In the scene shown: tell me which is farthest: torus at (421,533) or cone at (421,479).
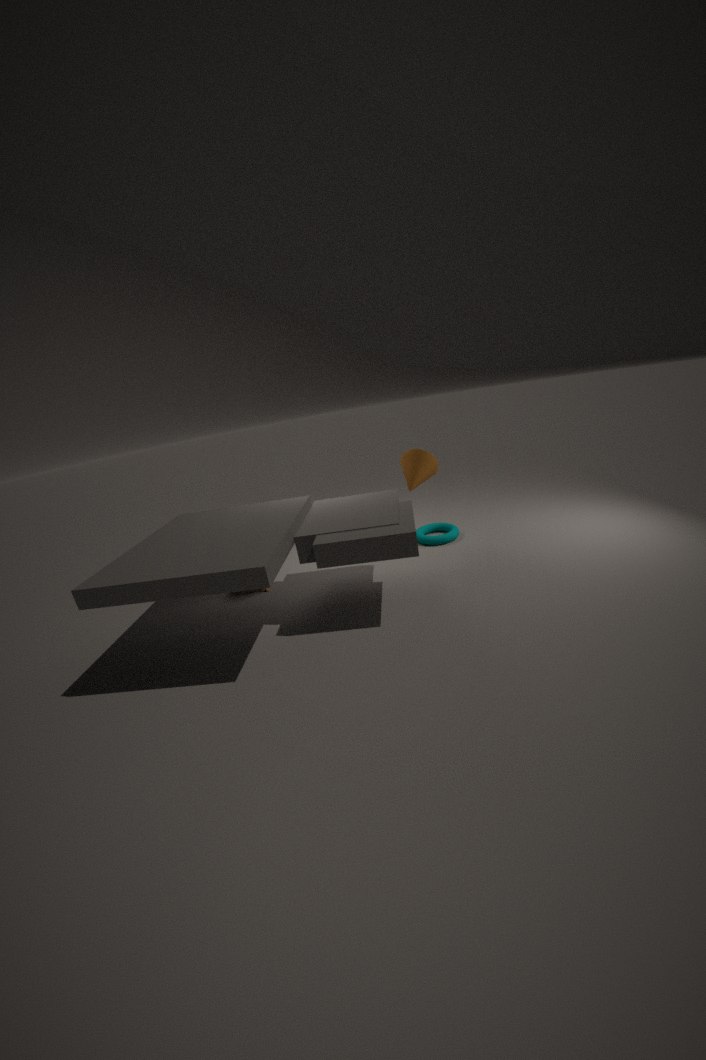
torus at (421,533)
